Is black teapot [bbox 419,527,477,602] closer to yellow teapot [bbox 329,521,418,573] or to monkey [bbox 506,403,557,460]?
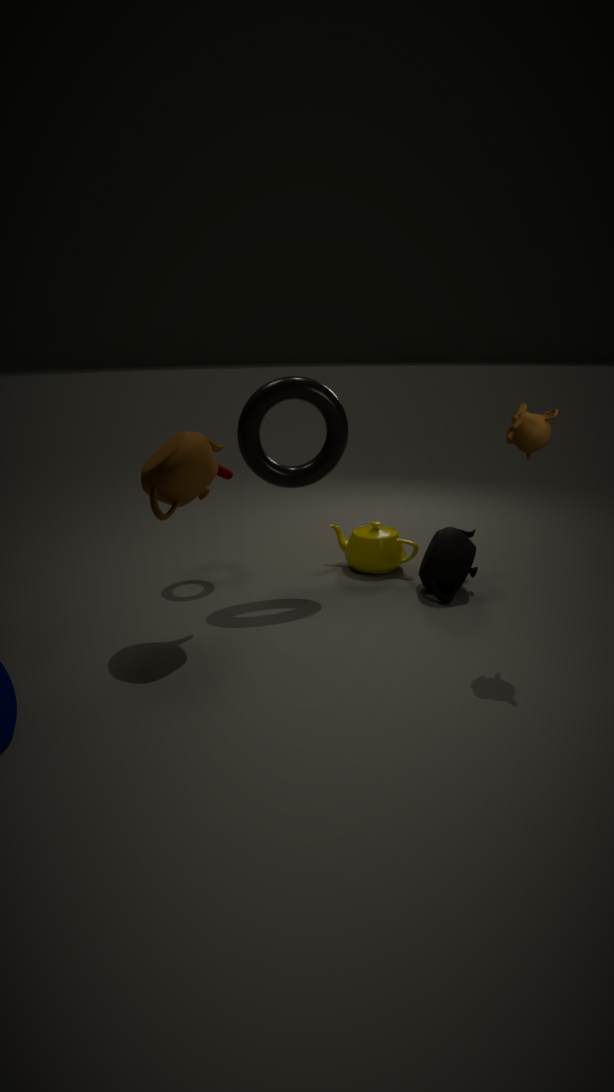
yellow teapot [bbox 329,521,418,573]
